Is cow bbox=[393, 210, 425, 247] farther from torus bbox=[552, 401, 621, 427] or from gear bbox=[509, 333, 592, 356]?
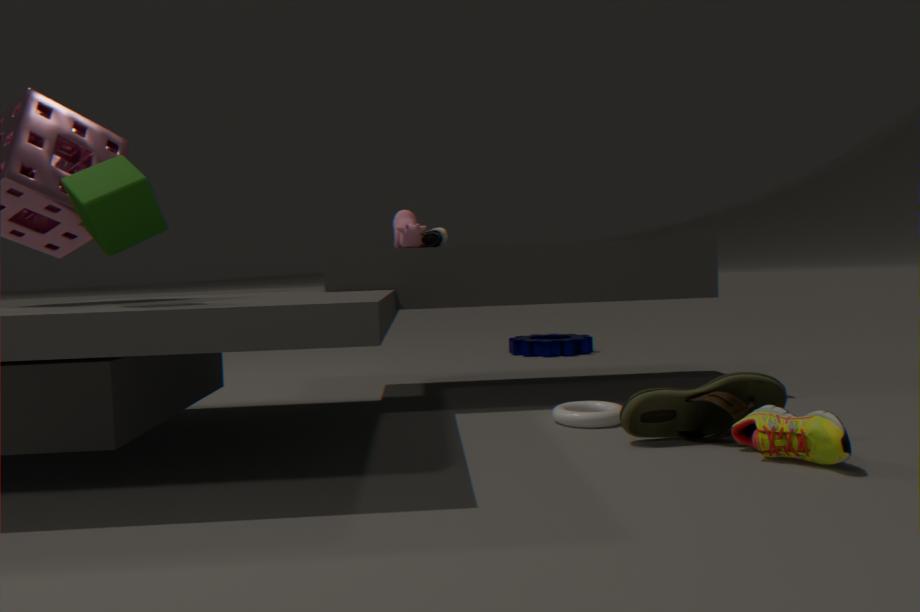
gear bbox=[509, 333, 592, 356]
